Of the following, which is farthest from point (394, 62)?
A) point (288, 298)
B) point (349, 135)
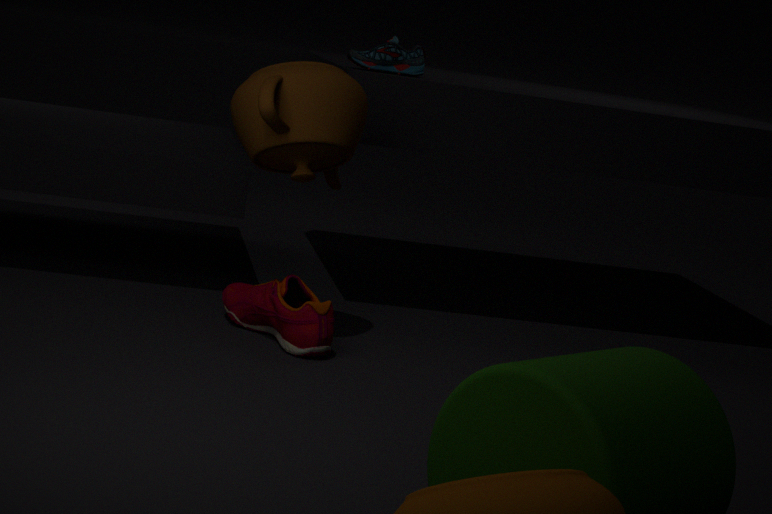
point (288, 298)
